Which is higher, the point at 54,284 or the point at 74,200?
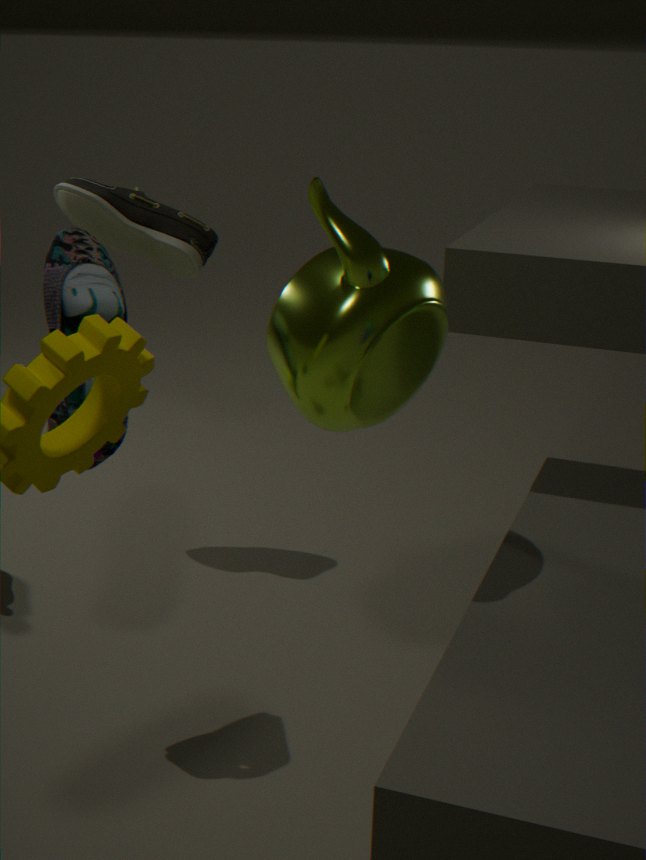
the point at 74,200
